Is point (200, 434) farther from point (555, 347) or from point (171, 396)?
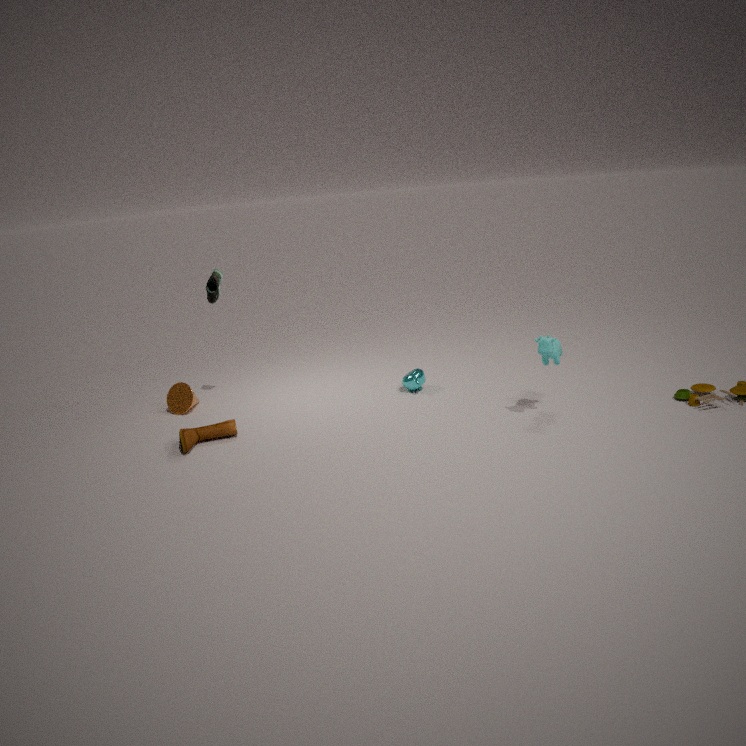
point (555, 347)
